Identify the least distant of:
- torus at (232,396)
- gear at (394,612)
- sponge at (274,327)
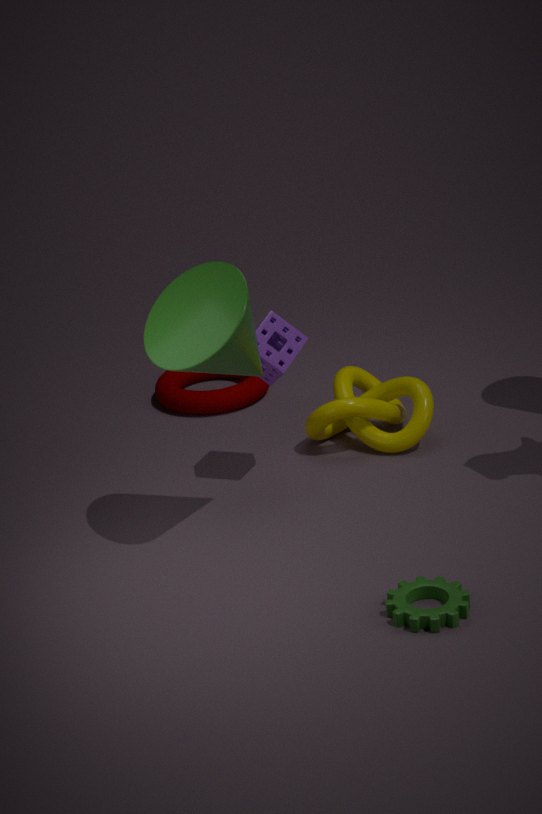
gear at (394,612)
